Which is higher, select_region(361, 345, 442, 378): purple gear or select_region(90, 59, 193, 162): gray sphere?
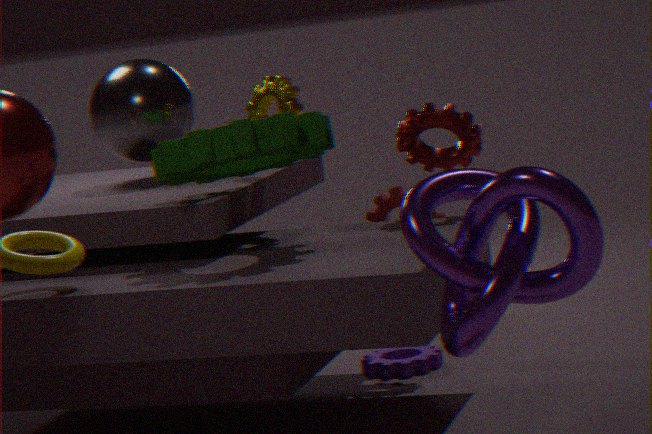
select_region(90, 59, 193, 162): gray sphere
